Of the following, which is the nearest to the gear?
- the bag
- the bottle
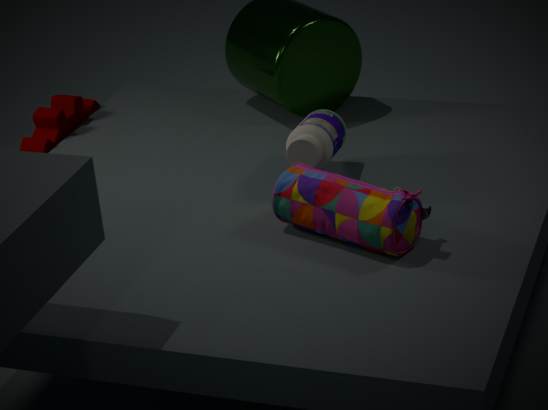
the bottle
